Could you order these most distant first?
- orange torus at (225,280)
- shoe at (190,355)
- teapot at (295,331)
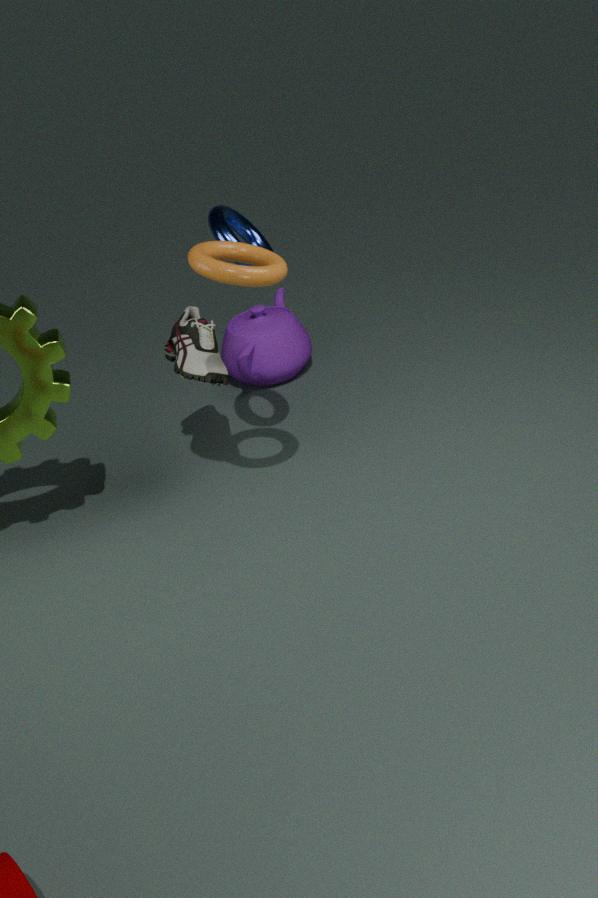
teapot at (295,331) → shoe at (190,355) → orange torus at (225,280)
